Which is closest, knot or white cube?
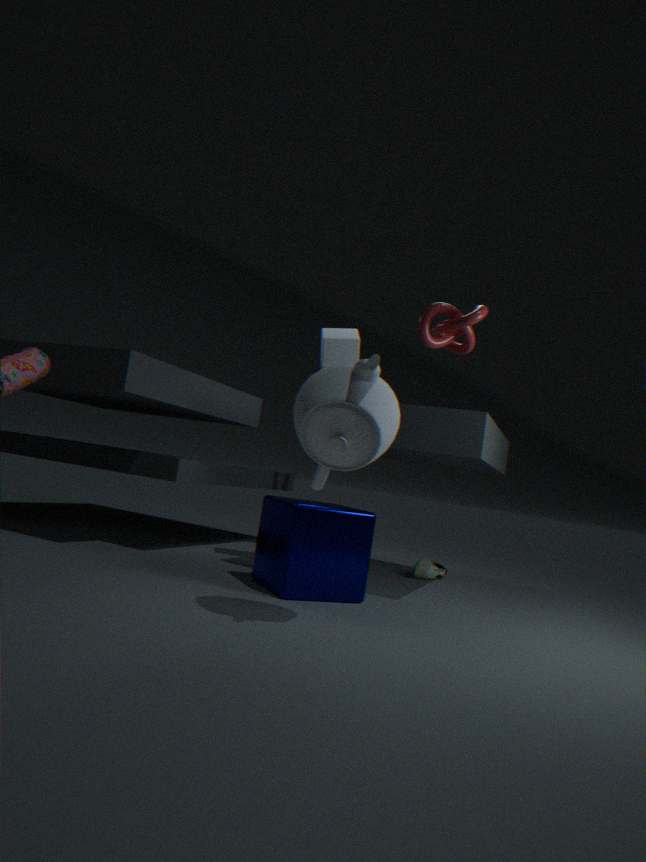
knot
